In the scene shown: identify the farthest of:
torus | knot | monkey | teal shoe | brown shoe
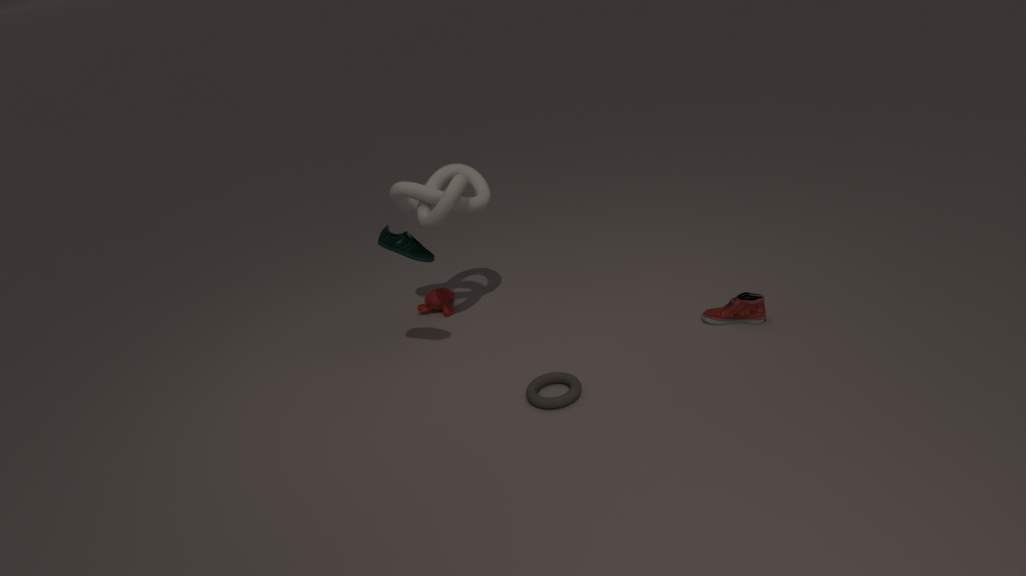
monkey
